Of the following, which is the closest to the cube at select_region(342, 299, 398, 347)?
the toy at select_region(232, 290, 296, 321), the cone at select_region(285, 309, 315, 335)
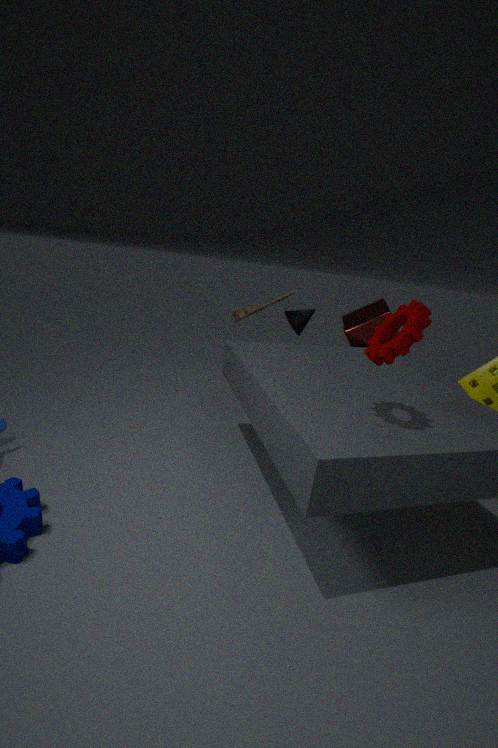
the cone at select_region(285, 309, 315, 335)
